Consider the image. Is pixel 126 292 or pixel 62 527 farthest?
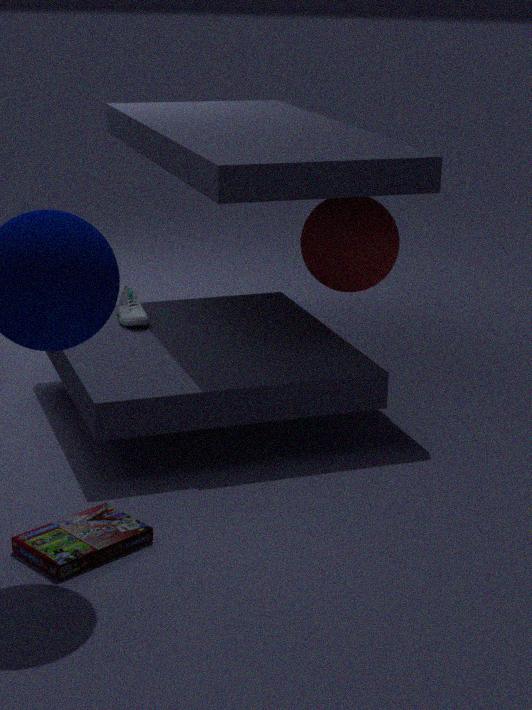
pixel 126 292
